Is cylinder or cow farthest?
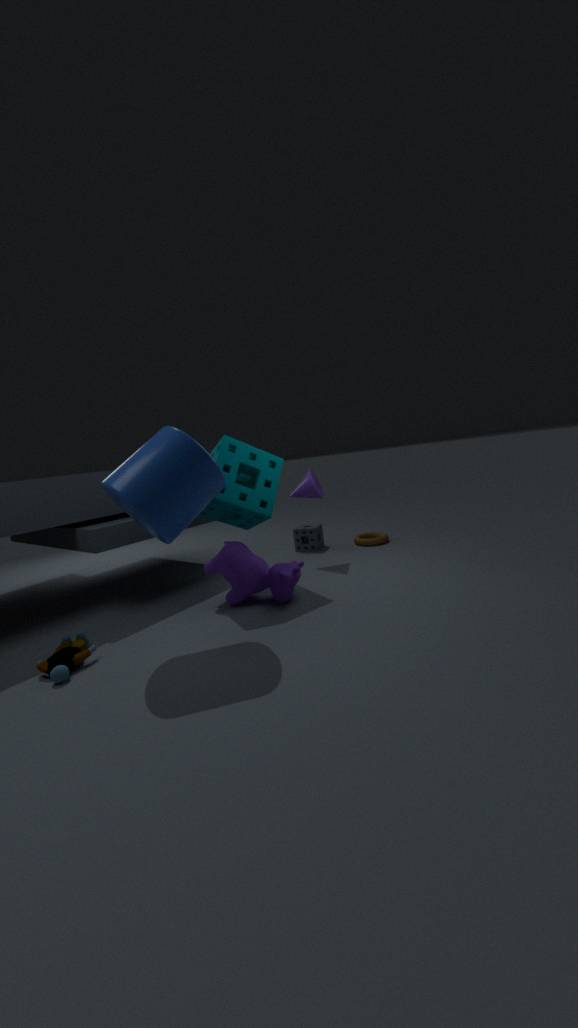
cow
